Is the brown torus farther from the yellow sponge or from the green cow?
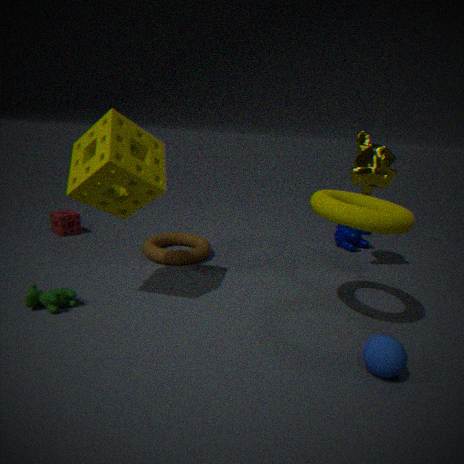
the green cow
